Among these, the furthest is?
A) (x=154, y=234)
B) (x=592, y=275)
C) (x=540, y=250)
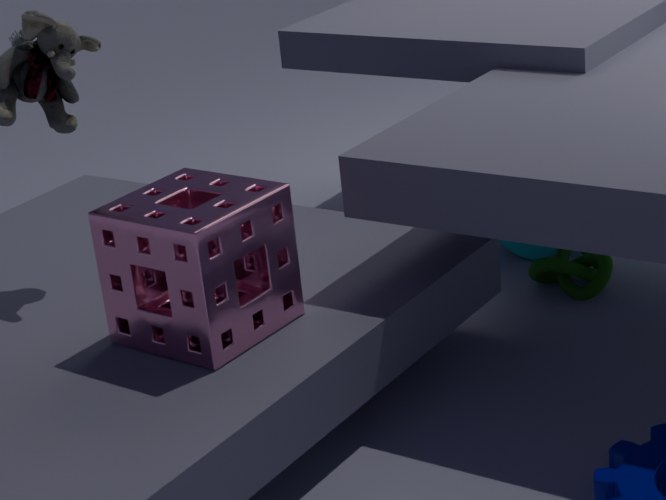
(x=540, y=250)
